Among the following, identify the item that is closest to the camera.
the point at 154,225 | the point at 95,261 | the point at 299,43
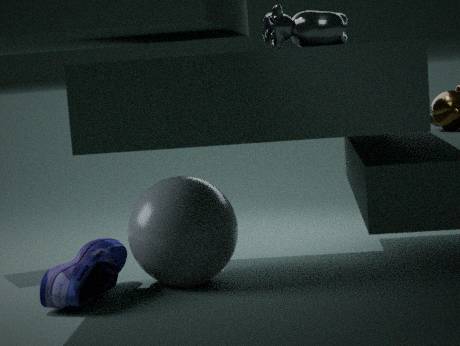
the point at 299,43
